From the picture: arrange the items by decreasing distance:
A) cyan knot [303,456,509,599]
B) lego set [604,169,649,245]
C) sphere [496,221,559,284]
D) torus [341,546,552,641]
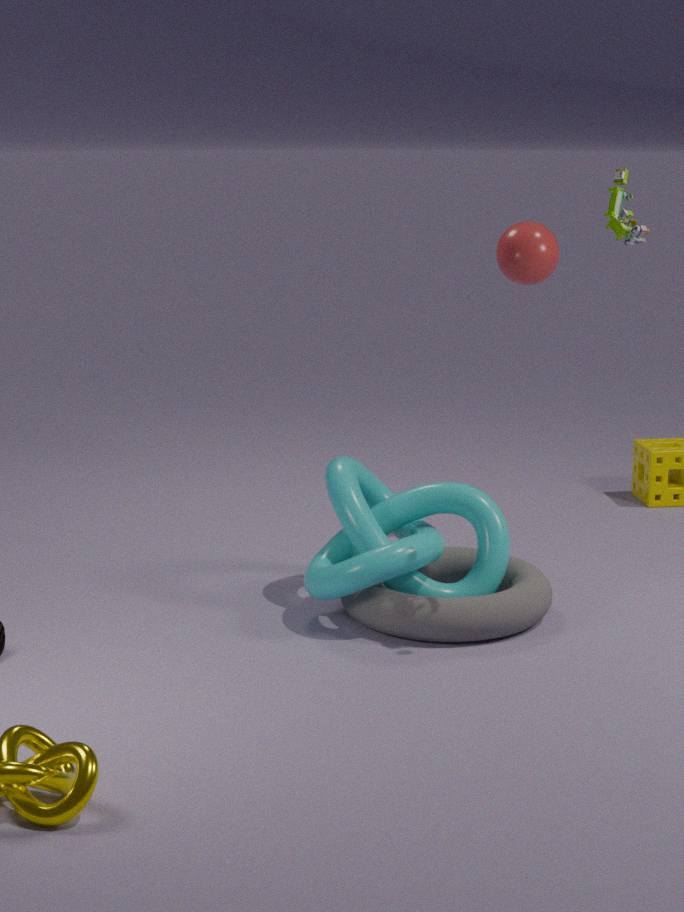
1. sphere [496,221,559,284]
2. cyan knot [303,456,509,599]
3. torus [341,546,552,641]
4. lego set [604,169,649,245]
